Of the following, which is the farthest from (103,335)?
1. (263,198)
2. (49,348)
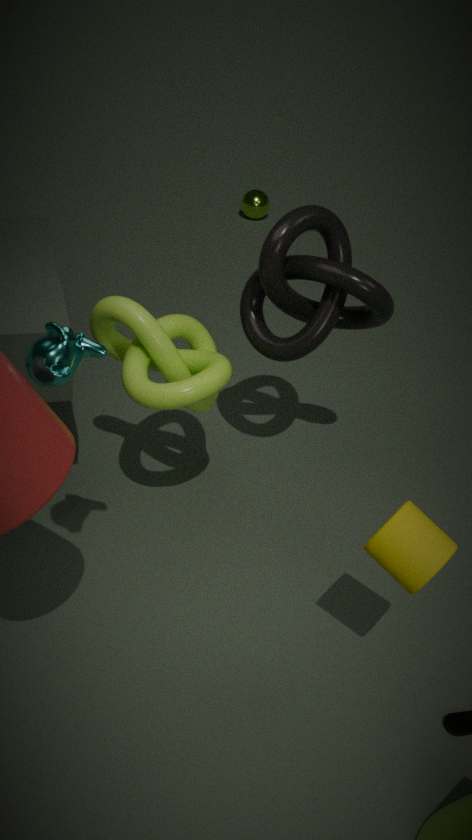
(263,198)
